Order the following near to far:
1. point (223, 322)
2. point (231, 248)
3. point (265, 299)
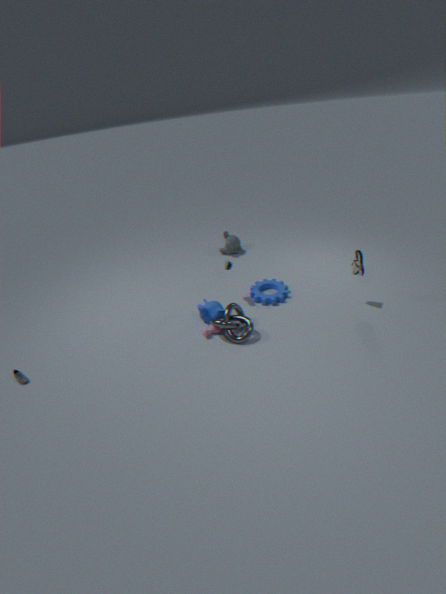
1. point (223, 322)
2. point (265, 299)
3. point (231, 248)
